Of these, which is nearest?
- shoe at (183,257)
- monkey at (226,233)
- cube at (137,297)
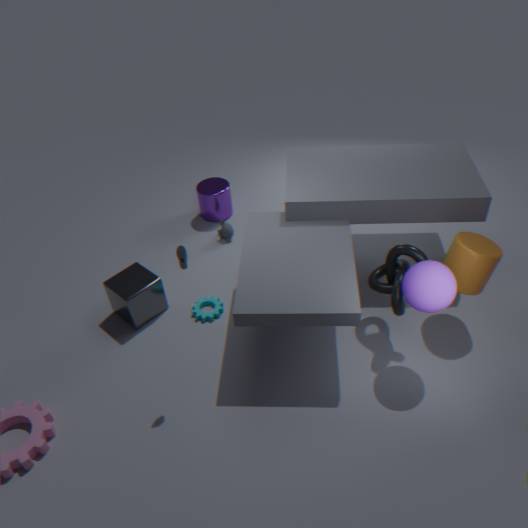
shoe at (183,257)
